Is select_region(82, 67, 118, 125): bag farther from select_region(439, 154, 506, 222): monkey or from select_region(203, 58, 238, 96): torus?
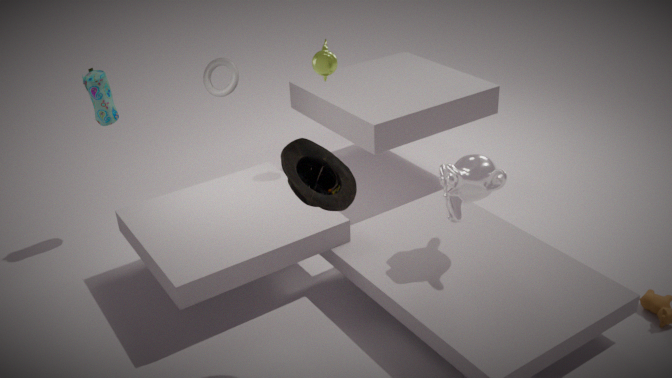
select_region(439, 154, 506, 222): monkey
